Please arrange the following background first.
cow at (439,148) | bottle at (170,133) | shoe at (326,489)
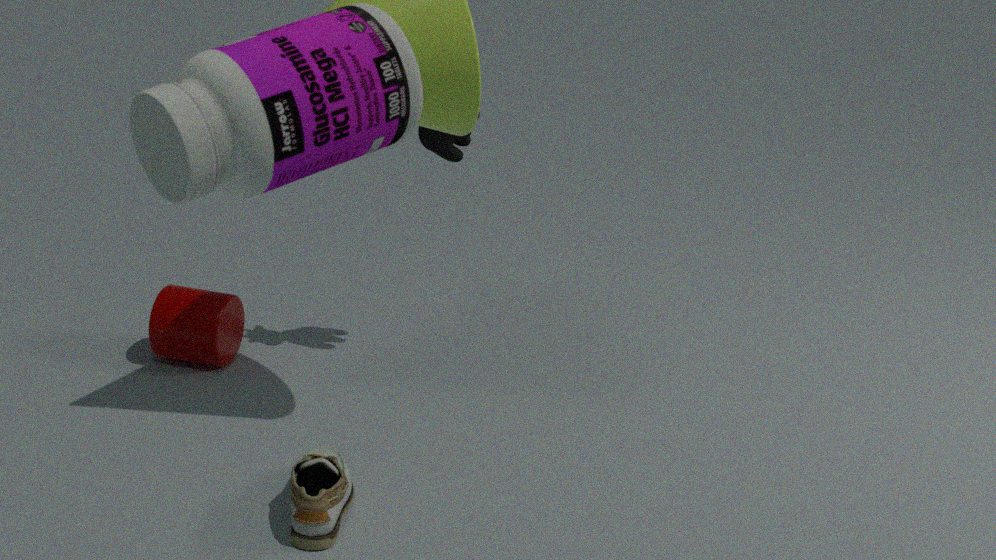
cow at (439,148)
shoe at (326,489)
bottle at (170,133)
